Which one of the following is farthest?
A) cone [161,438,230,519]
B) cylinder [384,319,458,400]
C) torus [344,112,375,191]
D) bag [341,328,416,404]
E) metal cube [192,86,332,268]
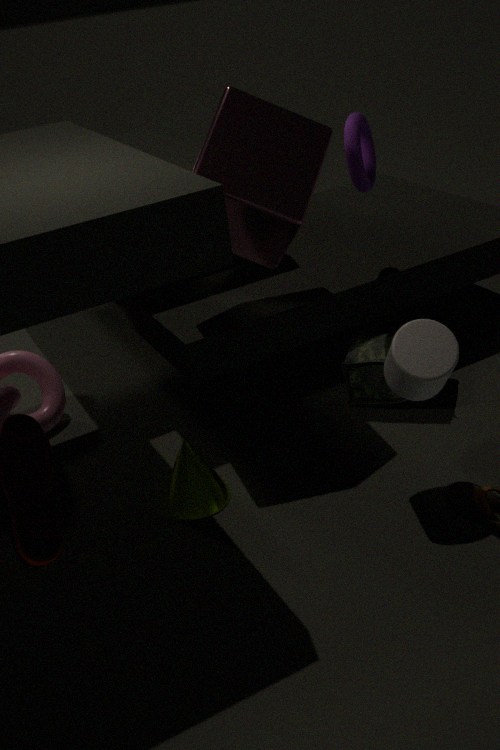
bag [341,328,416,404]
